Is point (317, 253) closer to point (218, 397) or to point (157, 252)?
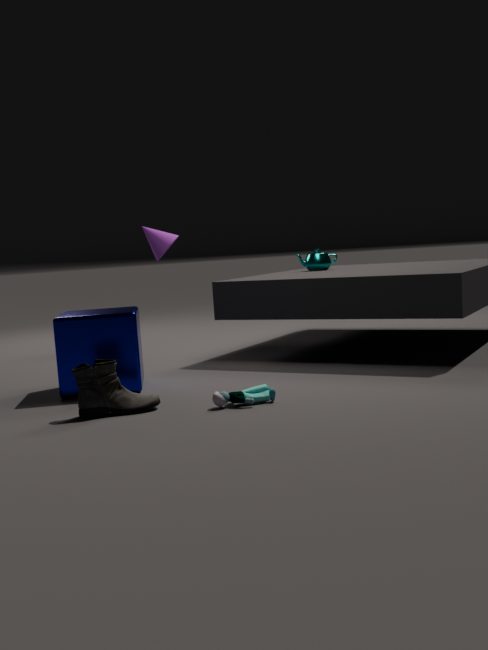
point (157, 252)
